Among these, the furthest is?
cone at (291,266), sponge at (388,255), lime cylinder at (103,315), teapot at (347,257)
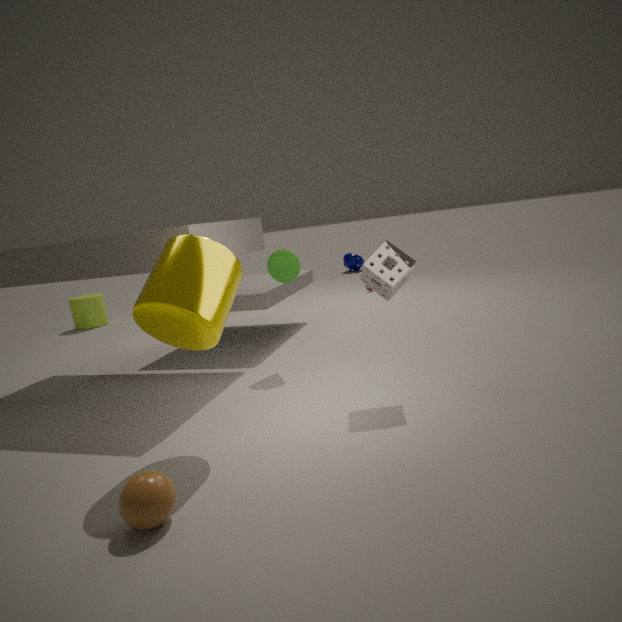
teapot at (347,257)
